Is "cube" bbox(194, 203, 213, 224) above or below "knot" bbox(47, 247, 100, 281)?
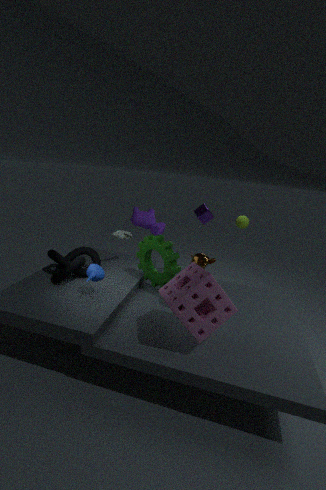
above
